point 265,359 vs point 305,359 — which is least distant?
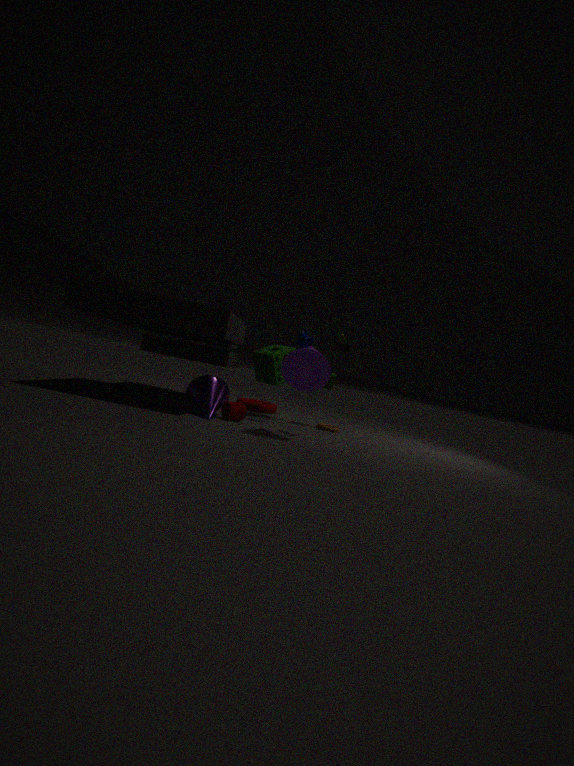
point 305,359
